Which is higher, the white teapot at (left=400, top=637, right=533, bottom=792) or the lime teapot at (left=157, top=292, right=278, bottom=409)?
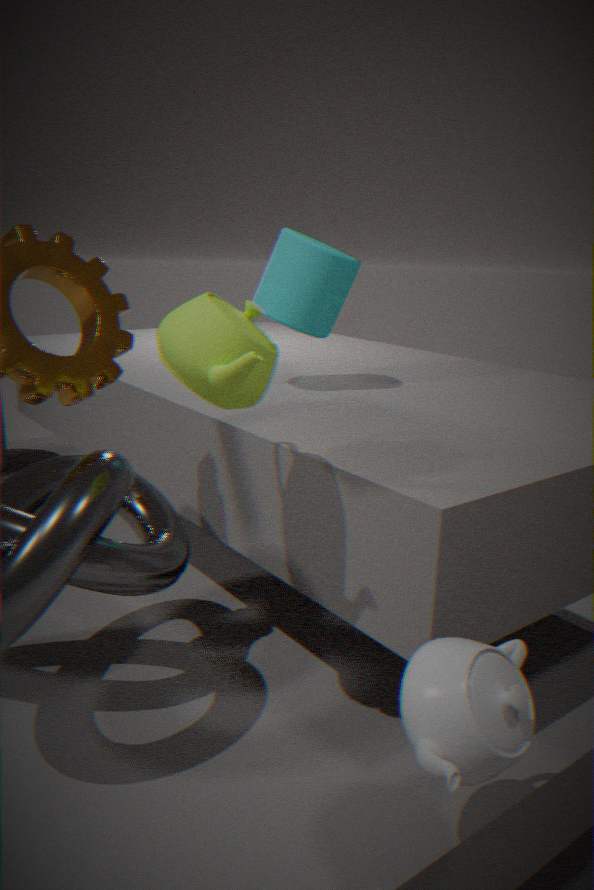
the lime teapot at (left=157, top=292, right=278, bottom=409)
